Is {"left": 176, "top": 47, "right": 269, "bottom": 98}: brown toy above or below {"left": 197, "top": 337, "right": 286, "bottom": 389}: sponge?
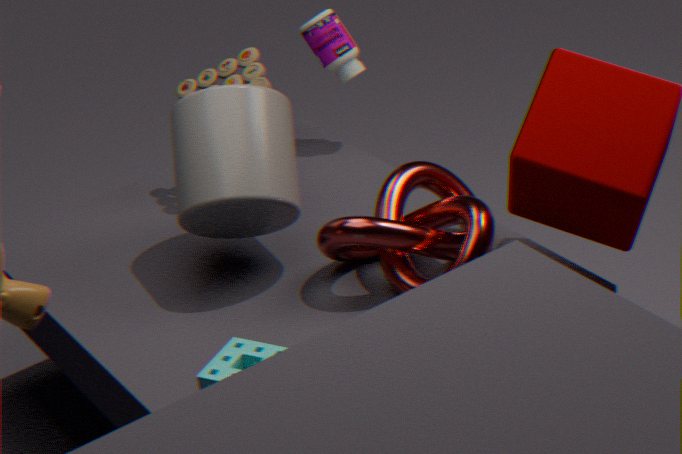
above
